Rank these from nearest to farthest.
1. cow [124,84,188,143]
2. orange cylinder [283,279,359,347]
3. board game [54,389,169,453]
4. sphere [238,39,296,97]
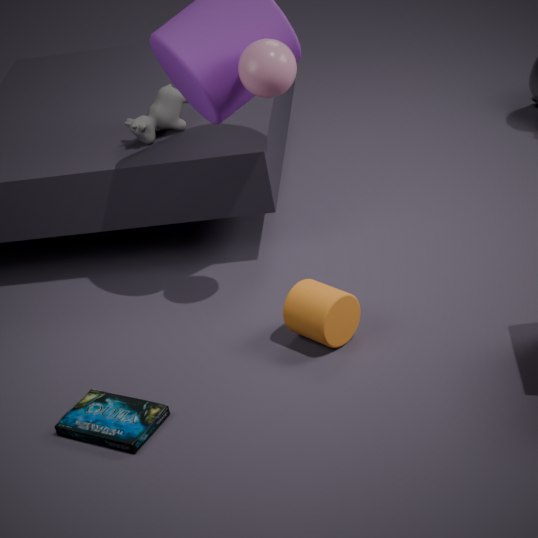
board game [54,389,169,453], sphere [238,39,296,97], orange cylinder [283,279,359,347], cow [124,84,188,143]
